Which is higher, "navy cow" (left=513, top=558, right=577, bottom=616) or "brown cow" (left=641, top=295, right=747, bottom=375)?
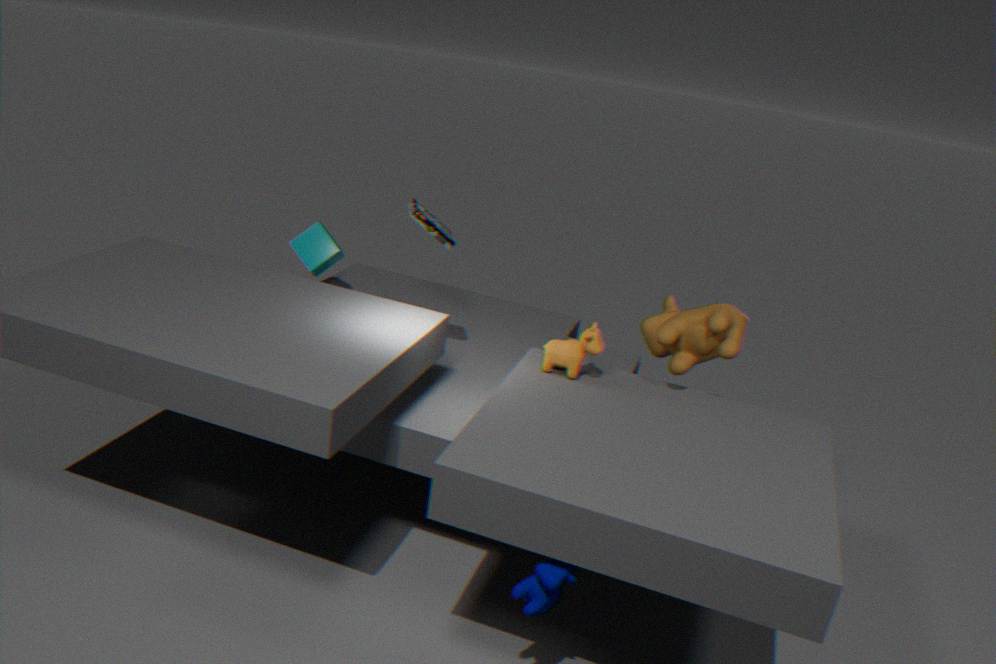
"brown cow" (left=641, top=295, right=747, bottom=375)
